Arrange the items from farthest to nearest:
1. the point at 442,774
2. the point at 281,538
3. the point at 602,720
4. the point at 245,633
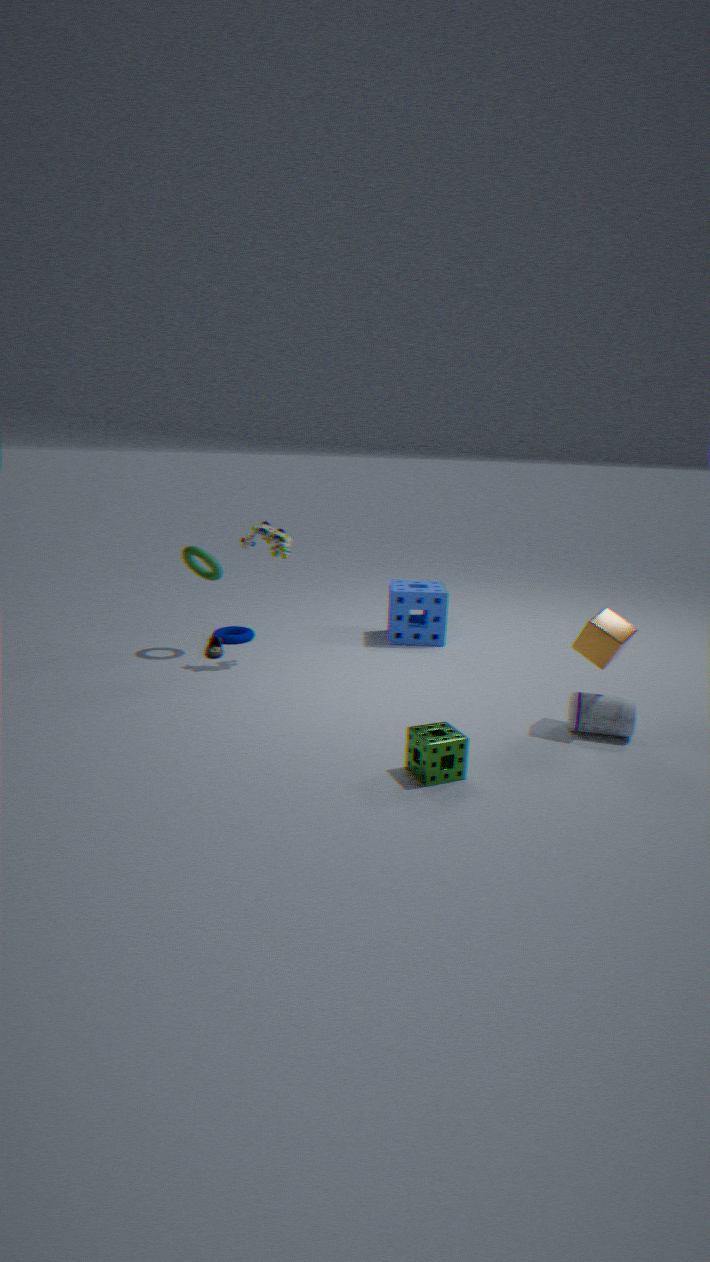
the point at 245,633 → the point at 281,538 → the point at 602,720 → the point at 442,774
